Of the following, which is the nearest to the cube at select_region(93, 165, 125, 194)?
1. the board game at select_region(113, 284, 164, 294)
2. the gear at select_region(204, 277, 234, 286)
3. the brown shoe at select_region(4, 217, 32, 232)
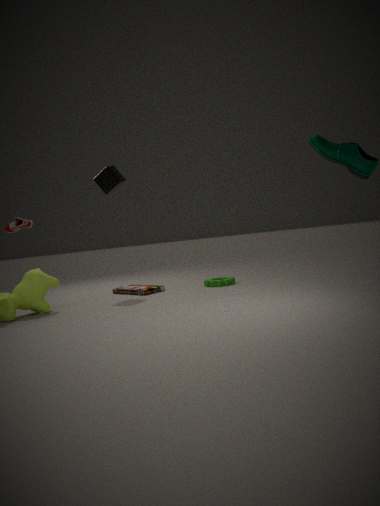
the brown shoe at select_region(4, 217, 32, 232)
